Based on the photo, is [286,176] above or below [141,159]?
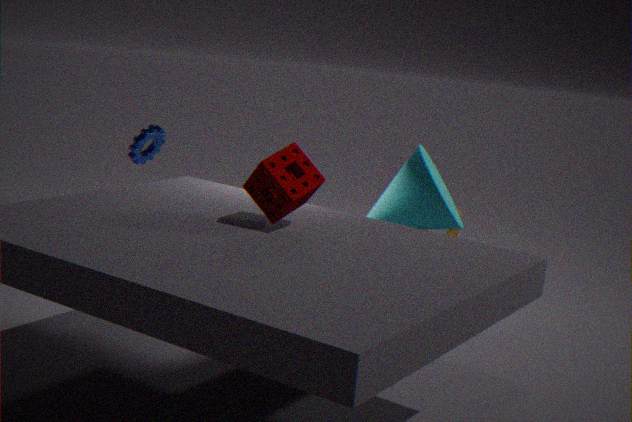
above
